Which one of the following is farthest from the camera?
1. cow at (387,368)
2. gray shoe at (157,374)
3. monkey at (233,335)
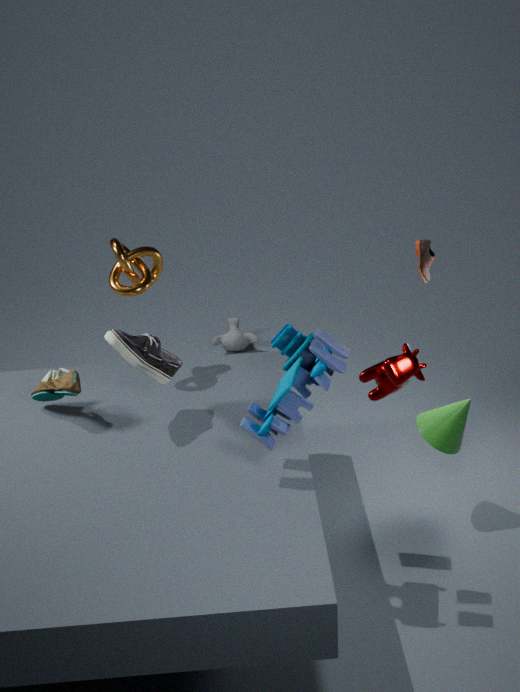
monkey at (233,335)
